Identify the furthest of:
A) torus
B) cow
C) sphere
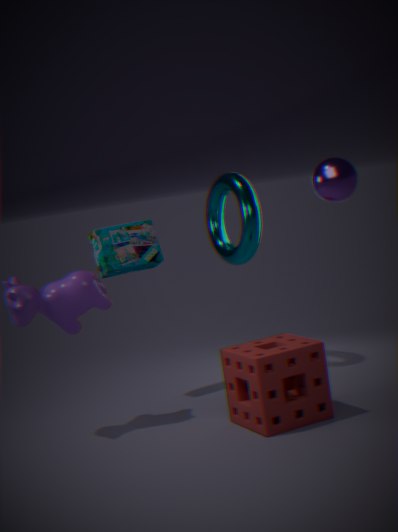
torus
